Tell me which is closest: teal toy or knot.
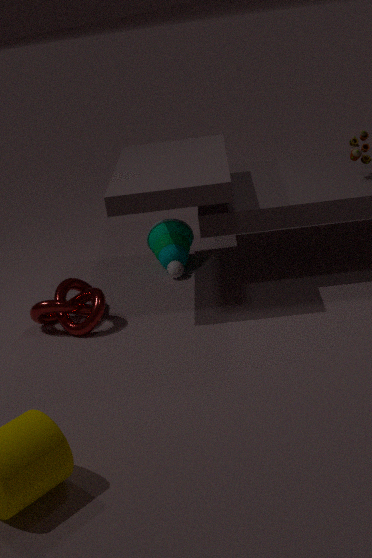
knot
